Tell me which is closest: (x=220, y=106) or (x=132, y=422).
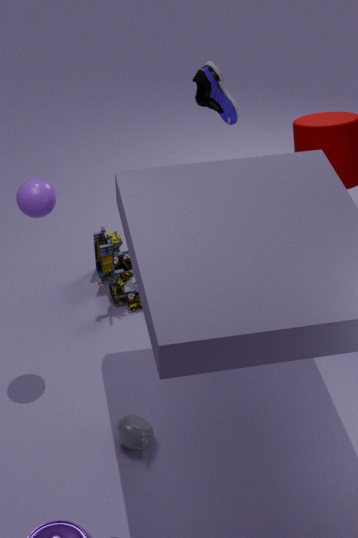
(x=132, y=422)
